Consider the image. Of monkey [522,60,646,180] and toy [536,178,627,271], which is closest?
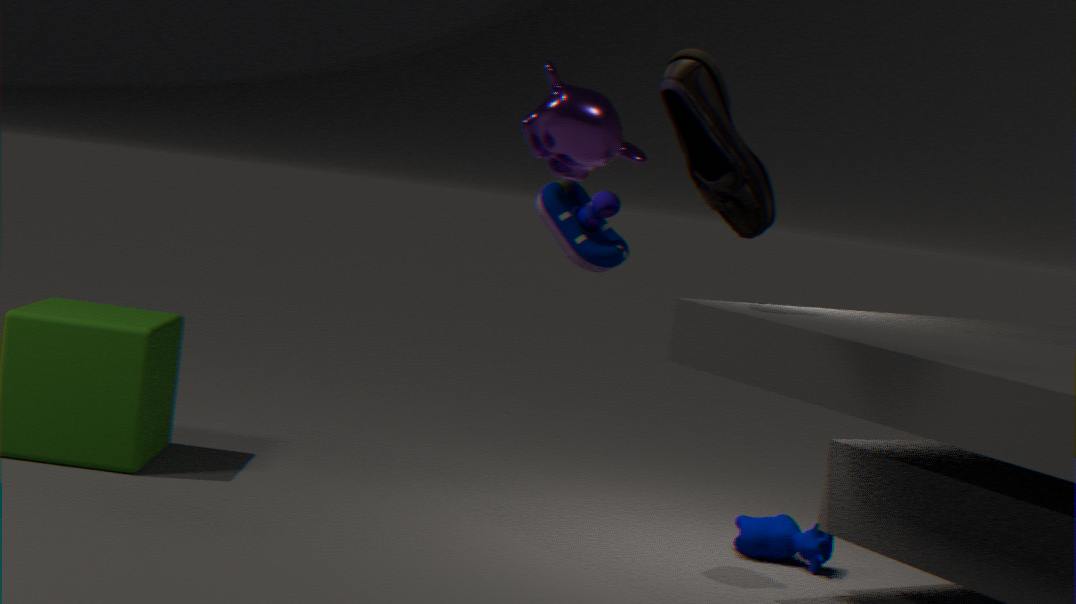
monkey [522,60,646,180]
